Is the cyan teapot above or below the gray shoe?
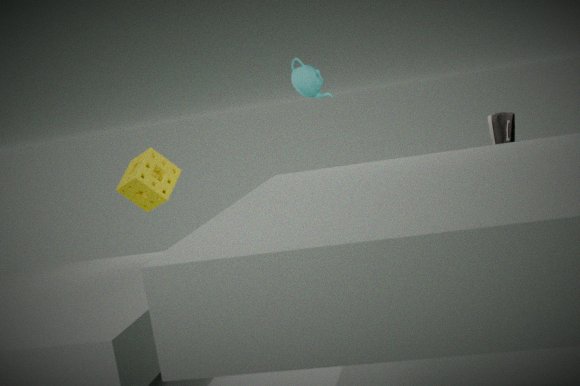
above
